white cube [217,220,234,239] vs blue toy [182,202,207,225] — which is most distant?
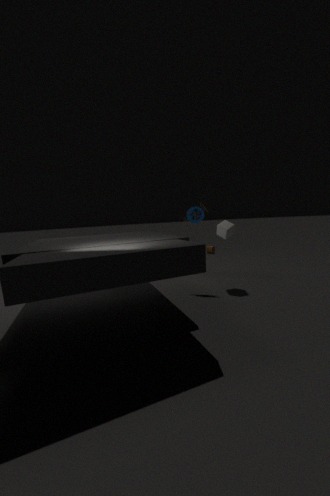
blue toy [182,202,207,225]
